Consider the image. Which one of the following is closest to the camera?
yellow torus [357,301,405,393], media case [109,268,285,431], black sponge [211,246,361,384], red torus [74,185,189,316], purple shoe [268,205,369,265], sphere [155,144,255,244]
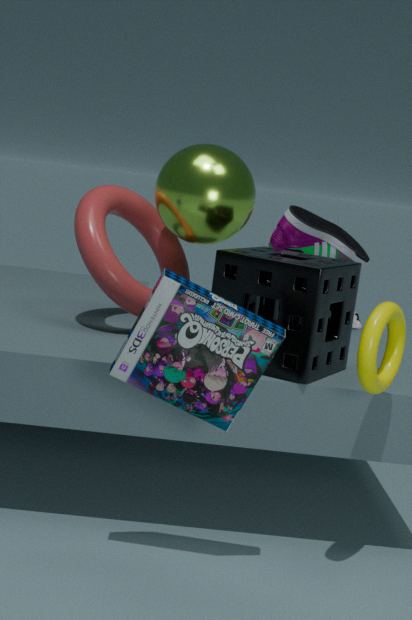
media case [109,268,285,431]
